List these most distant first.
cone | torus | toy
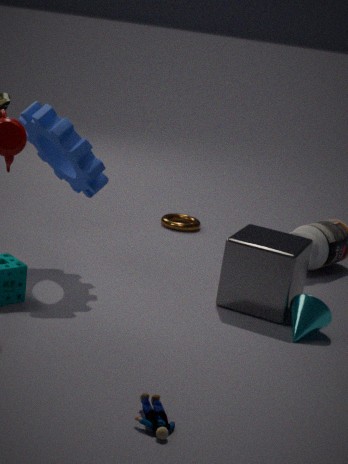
torus → cone → toy
